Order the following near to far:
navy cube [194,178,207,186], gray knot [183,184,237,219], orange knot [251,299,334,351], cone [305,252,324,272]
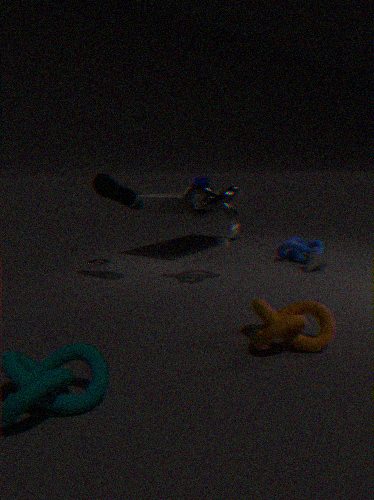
orange knot [251,299,334,351] → gray knot [183,184,237,219] → cone [305,252,324,272] → navy cube [194,178,207,186]
